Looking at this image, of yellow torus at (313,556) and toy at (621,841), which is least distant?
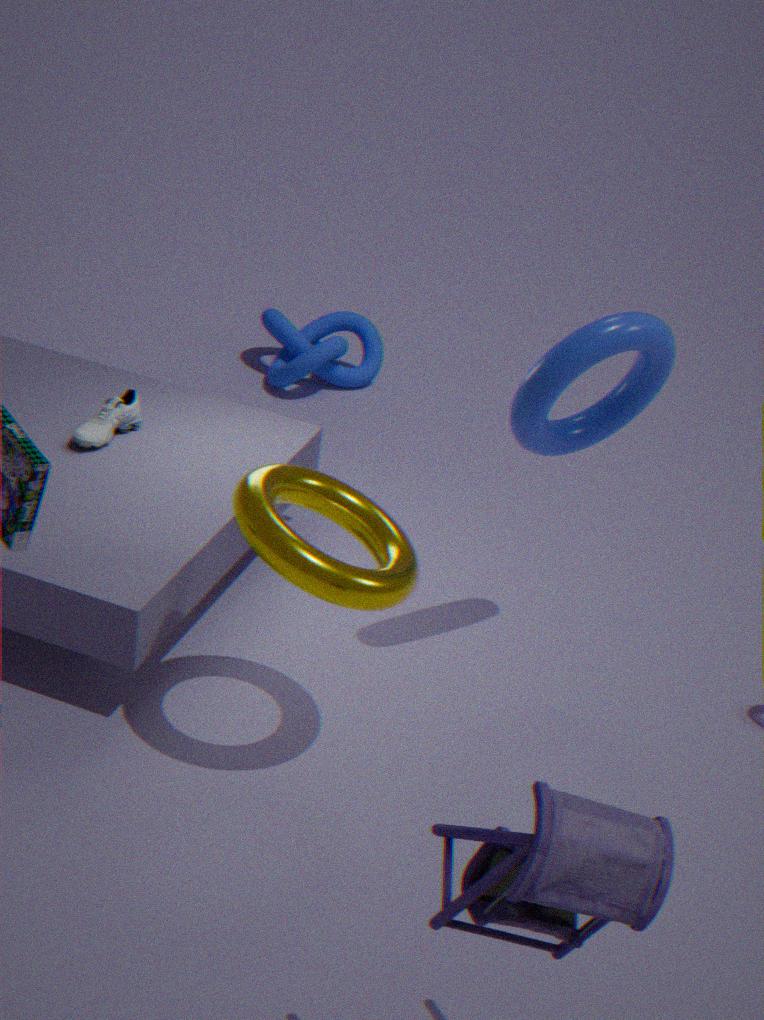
toy at (621,841)
